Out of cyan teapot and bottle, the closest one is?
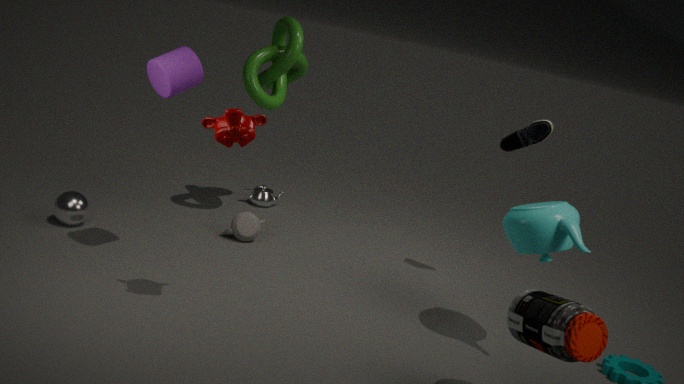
bottle
